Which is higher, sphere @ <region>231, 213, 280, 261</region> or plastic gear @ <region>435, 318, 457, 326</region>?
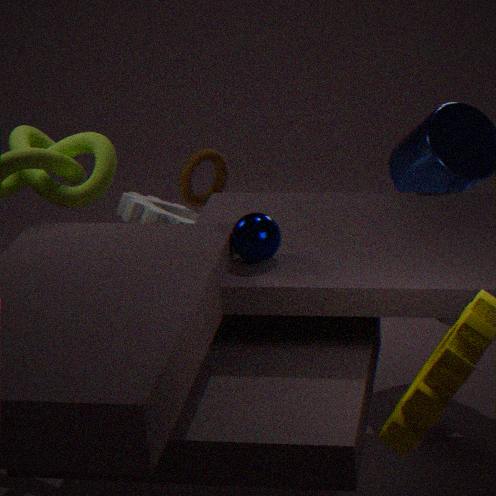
sphere @ <region>231, 213, 280, 261</region>
